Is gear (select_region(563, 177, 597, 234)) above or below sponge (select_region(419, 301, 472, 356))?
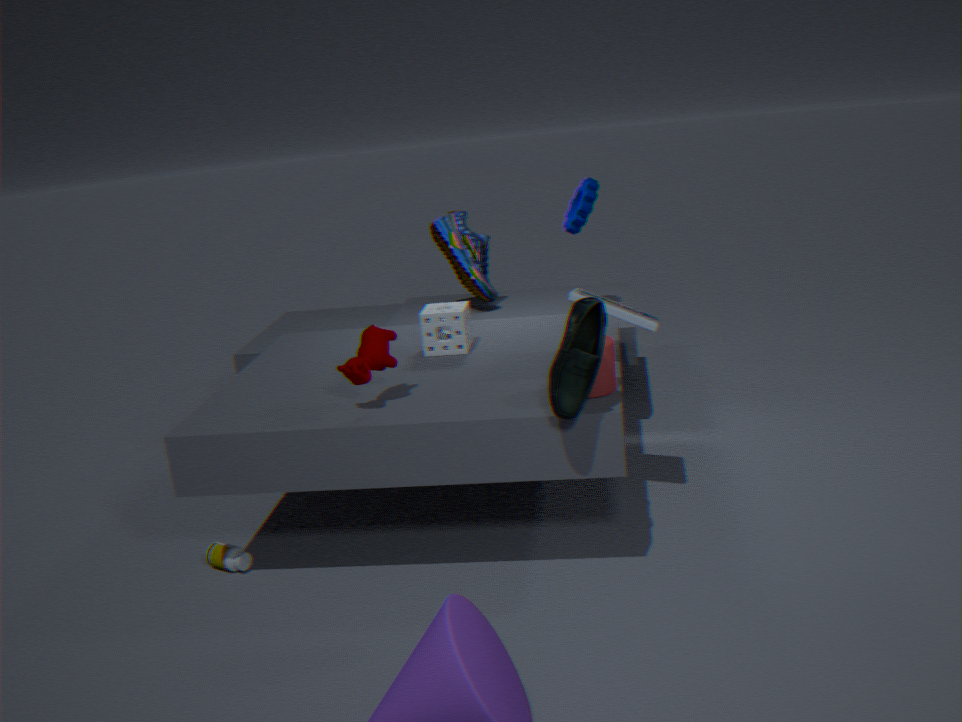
above
